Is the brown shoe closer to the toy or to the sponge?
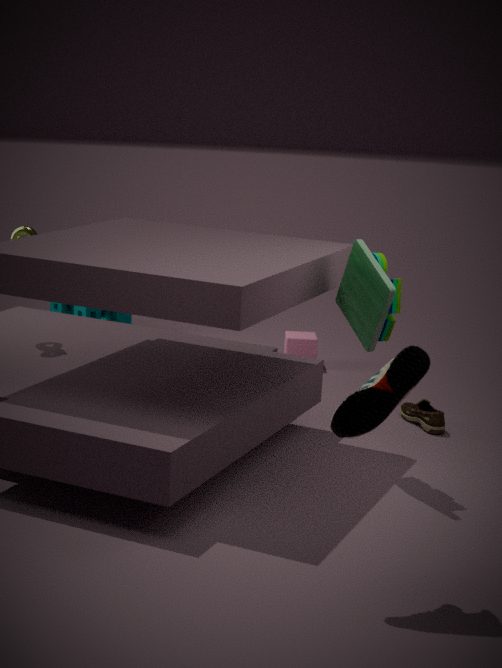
the toy
